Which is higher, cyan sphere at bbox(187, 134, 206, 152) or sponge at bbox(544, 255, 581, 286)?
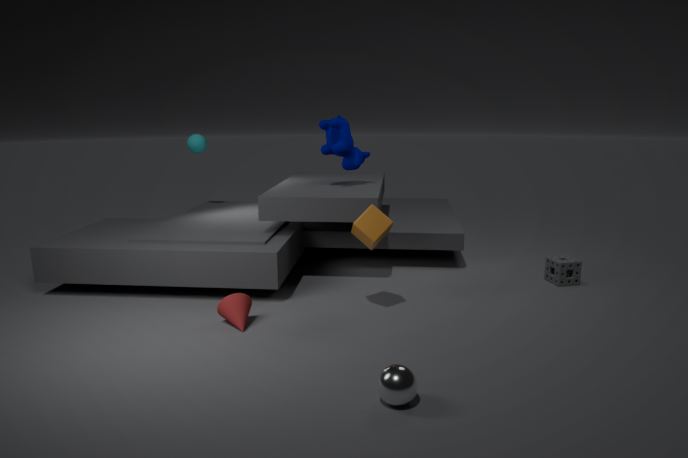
cyan sphere at bbox(187, 134, 206, 152)
